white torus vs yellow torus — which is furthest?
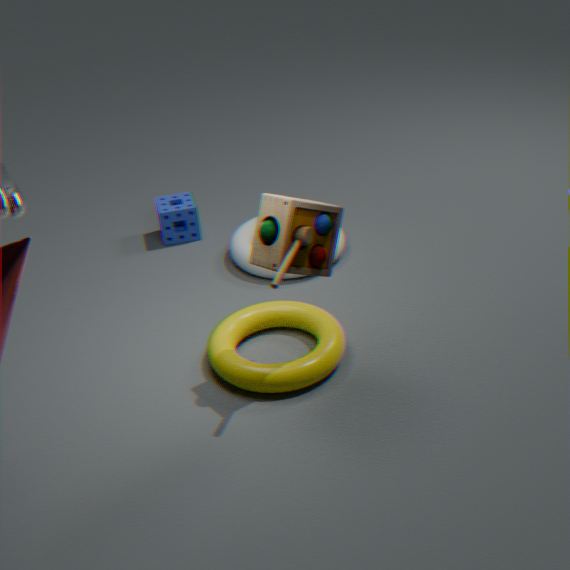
white torus
